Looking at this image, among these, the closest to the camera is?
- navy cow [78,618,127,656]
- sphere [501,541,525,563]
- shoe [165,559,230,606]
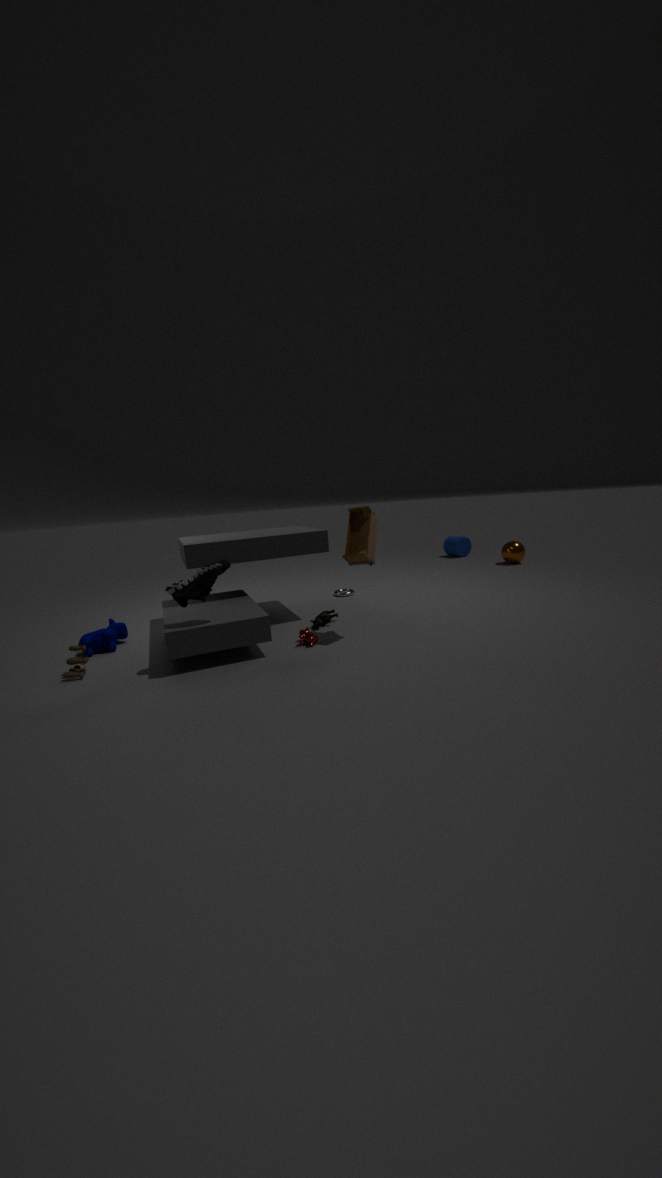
shoe [165,559,230,606]
